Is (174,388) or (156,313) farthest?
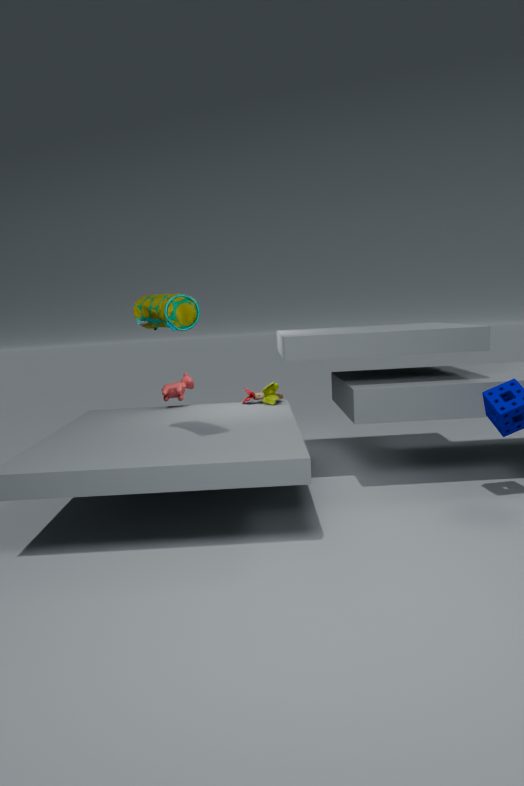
(174,388)
